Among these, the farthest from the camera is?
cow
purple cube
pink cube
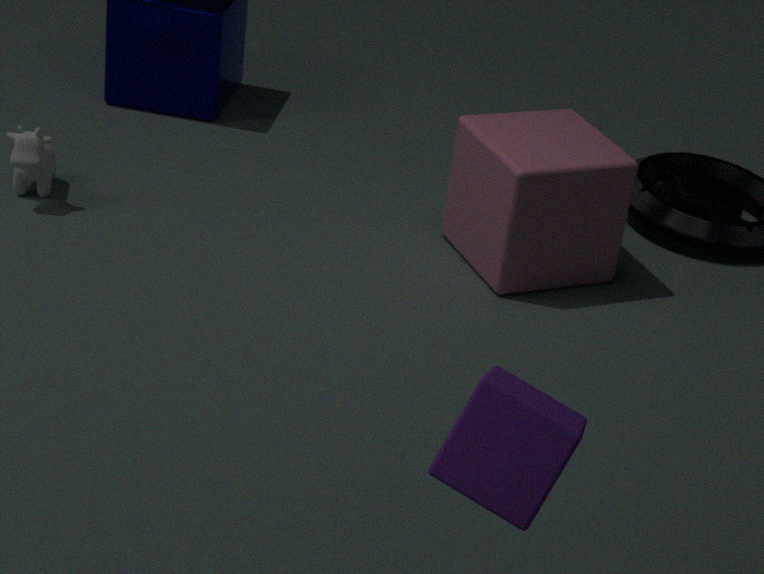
cow
